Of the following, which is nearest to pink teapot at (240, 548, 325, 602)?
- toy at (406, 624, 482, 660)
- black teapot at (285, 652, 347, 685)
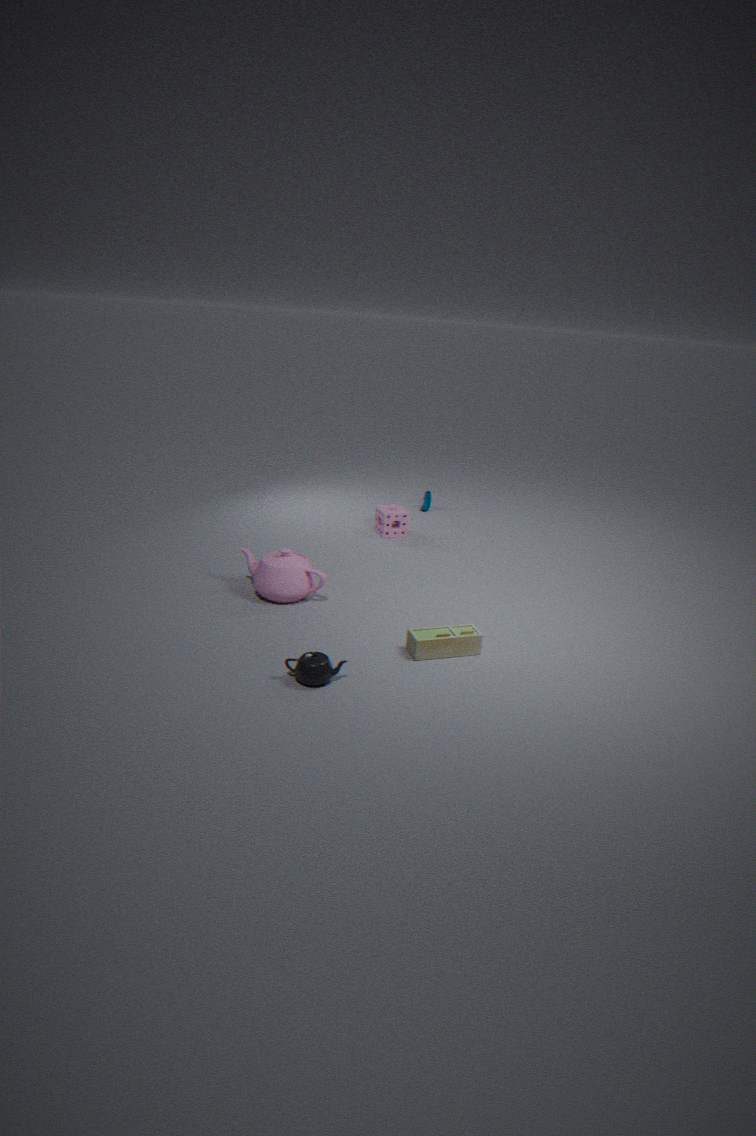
toy at (406, 624, 482, 660)
